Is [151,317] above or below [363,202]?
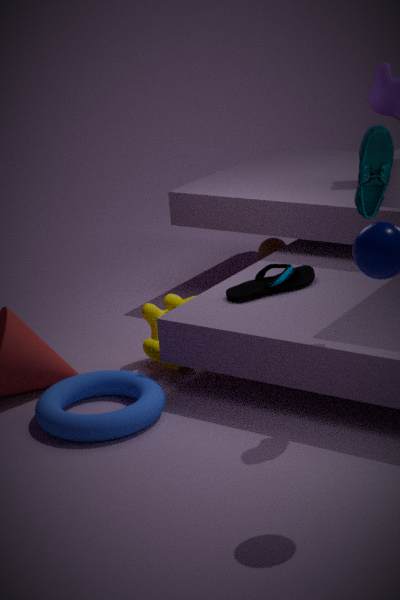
below
